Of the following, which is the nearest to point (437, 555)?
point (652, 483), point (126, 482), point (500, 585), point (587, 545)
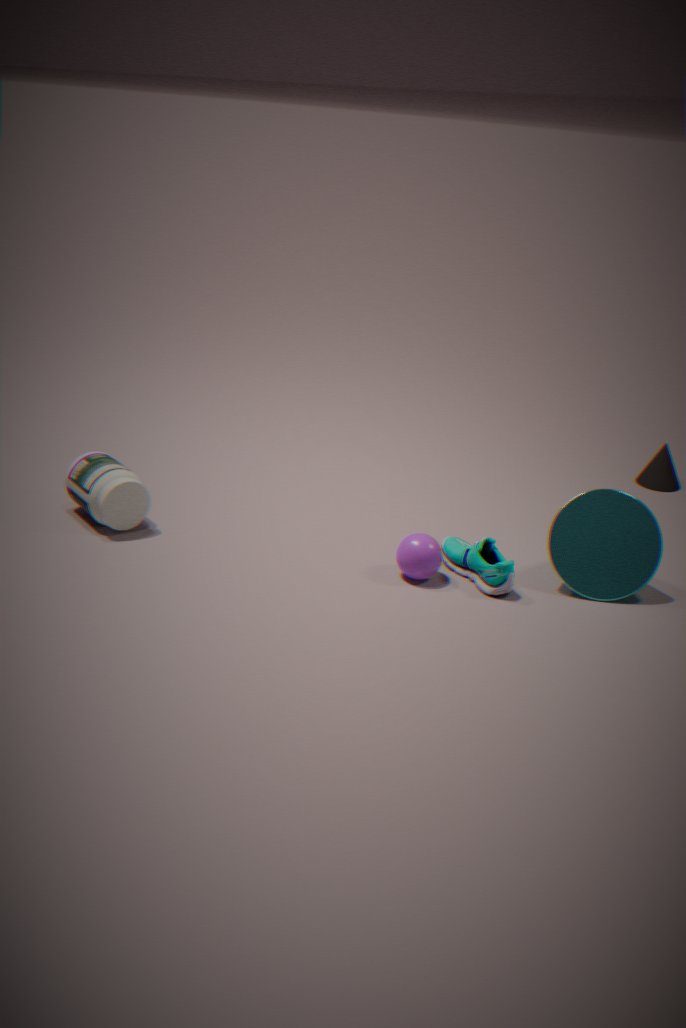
point (500, 585)
